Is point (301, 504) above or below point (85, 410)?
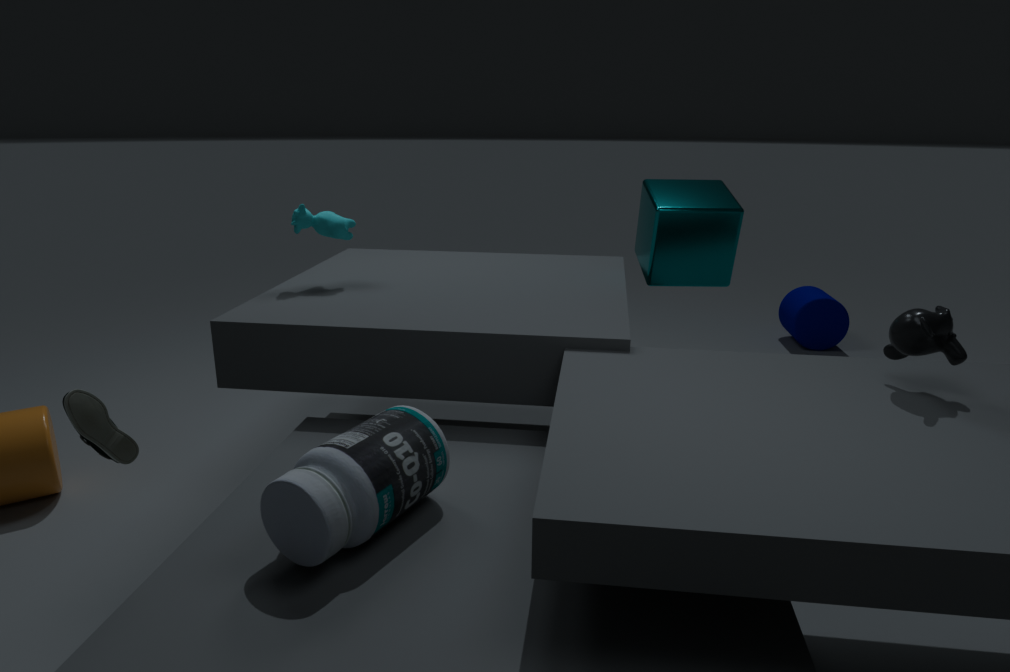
below
